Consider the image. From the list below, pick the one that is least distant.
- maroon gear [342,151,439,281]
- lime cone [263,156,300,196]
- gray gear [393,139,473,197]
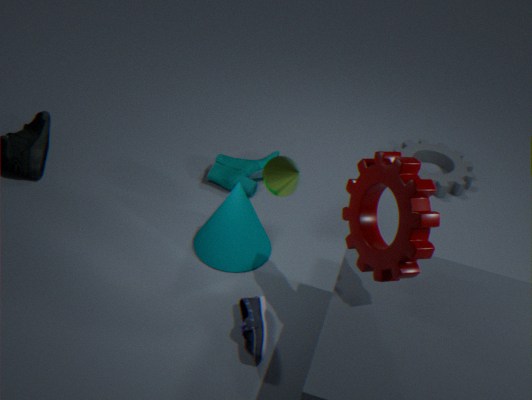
maroon gear [342,151,439,281]
